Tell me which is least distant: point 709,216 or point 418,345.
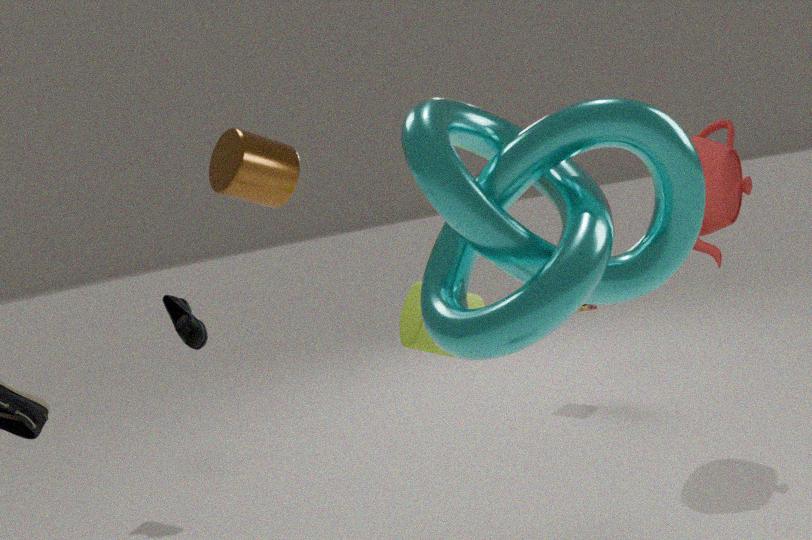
point 418,345
